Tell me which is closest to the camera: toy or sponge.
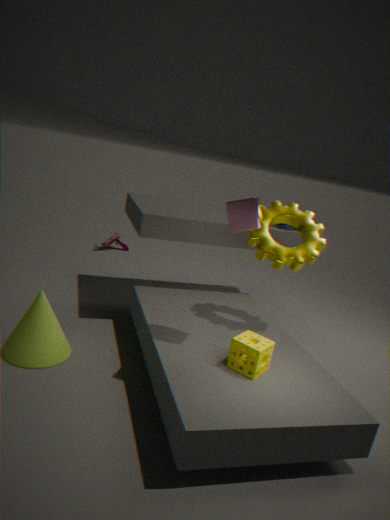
sponge
